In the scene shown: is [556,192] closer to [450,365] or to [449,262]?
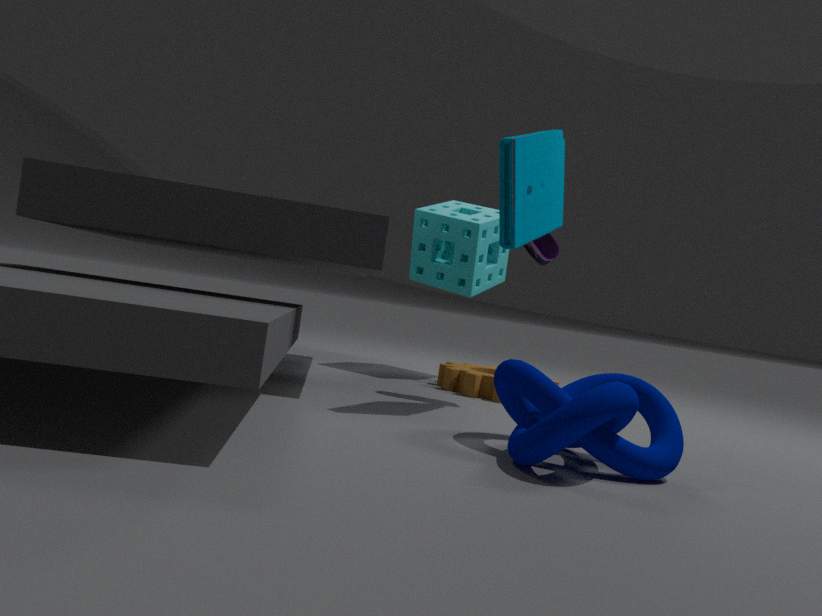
[449,262]
